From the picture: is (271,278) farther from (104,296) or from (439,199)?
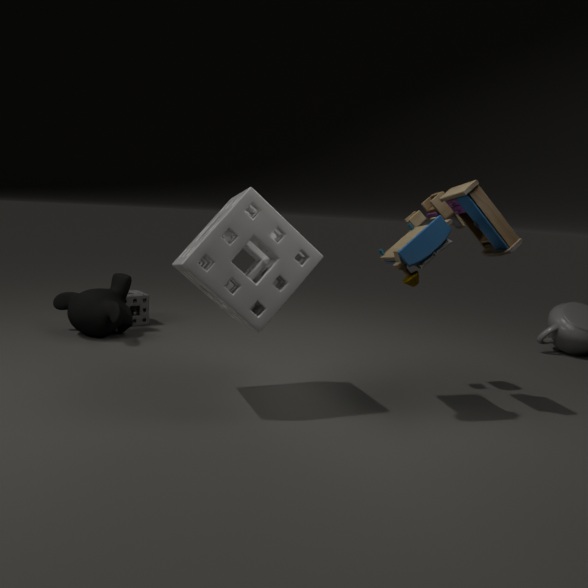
(104,296)
